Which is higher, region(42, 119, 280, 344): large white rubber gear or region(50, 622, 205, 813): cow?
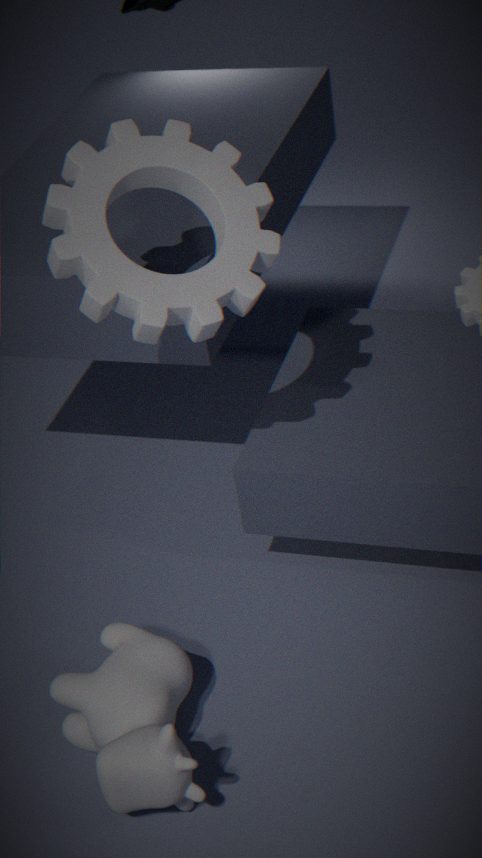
region(42, 119, 280, 344): large white rubber gear
